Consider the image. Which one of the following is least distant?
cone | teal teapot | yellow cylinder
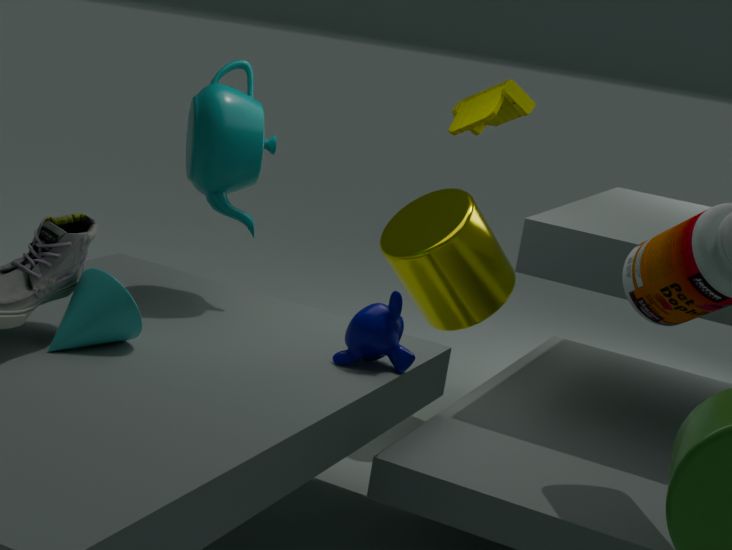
cone
